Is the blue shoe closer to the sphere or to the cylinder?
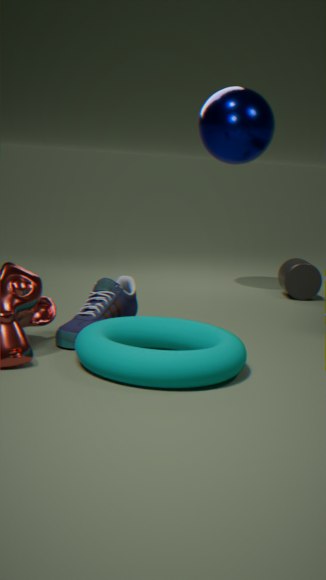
the sphere
